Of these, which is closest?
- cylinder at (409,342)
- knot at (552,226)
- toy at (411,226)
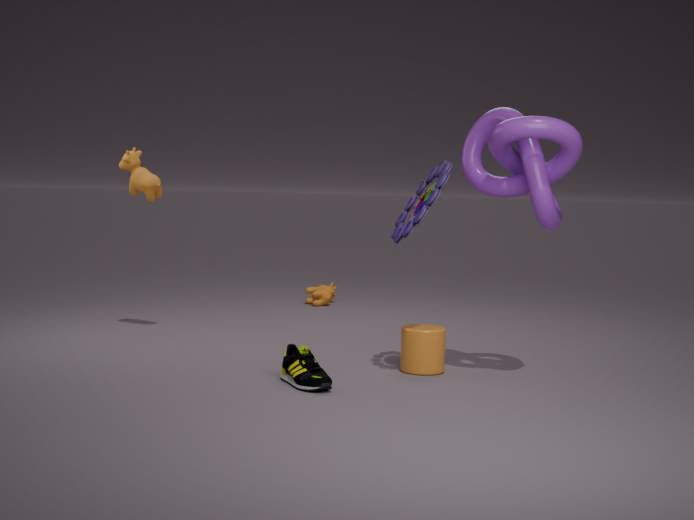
knot at (552,226)
